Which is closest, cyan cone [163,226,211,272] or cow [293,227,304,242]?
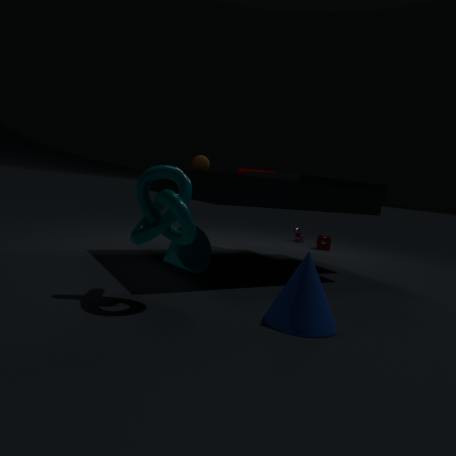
cyan cone [163,226,211,272]
